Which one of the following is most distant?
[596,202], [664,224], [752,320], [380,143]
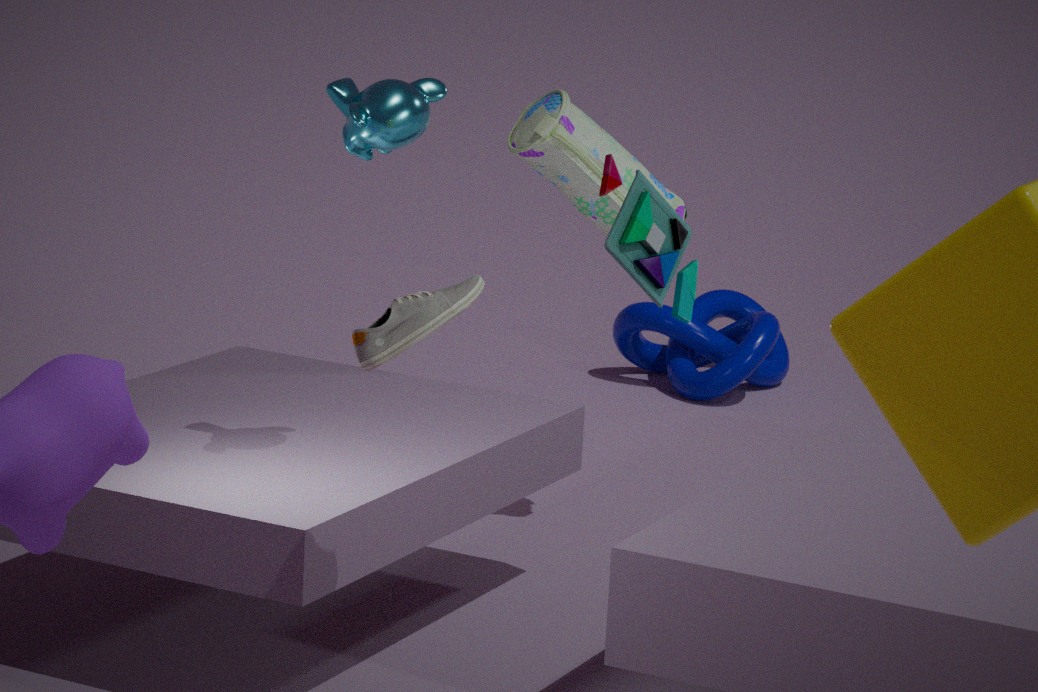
[752,320]
